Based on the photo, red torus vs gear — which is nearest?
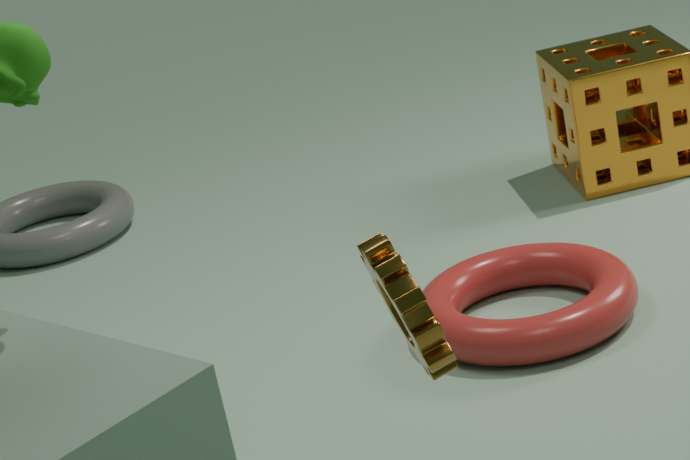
gear
